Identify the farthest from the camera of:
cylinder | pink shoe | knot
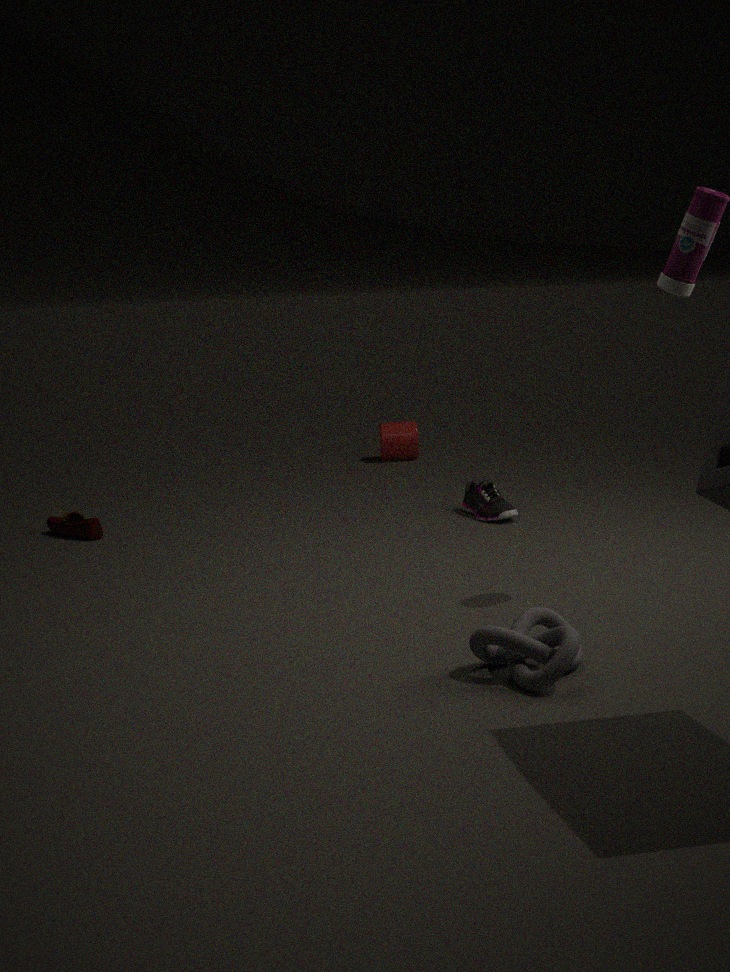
cylinder
